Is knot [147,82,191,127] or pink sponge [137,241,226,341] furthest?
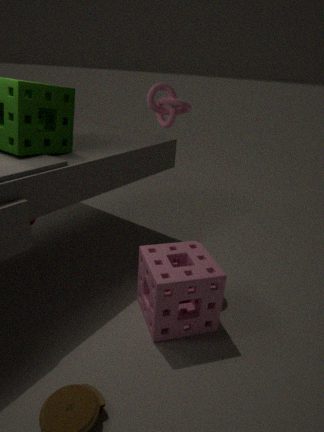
knot [147,82,191,127]
